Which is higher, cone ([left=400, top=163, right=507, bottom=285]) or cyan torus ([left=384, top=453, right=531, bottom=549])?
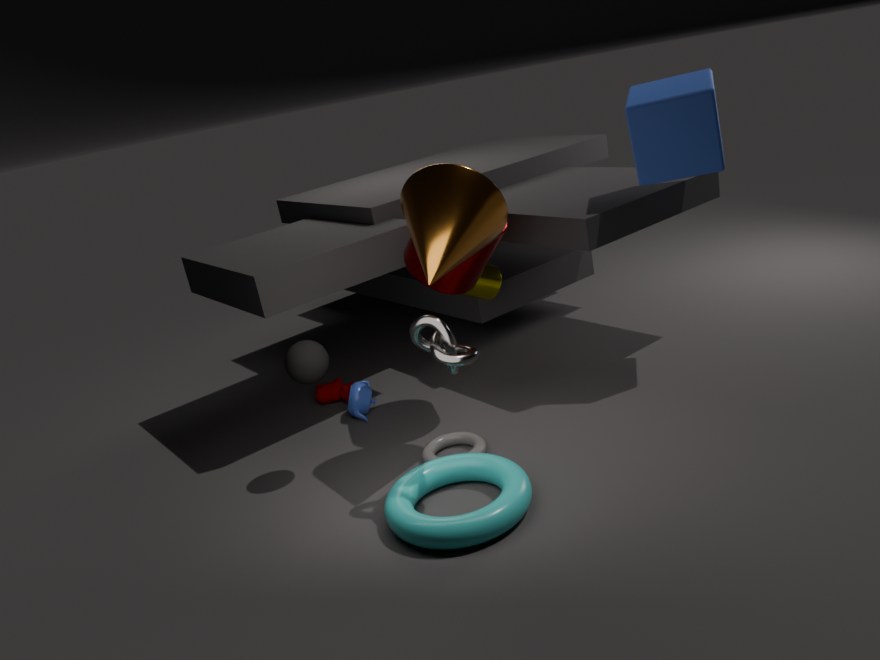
cone ([left=400, top=163, right=507, bottom=285])
